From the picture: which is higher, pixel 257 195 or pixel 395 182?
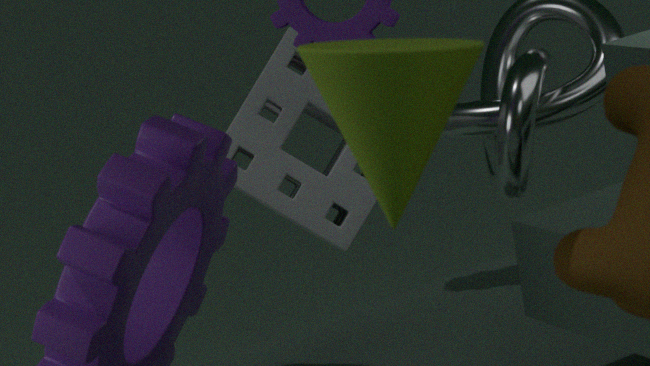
pixel 395 182
